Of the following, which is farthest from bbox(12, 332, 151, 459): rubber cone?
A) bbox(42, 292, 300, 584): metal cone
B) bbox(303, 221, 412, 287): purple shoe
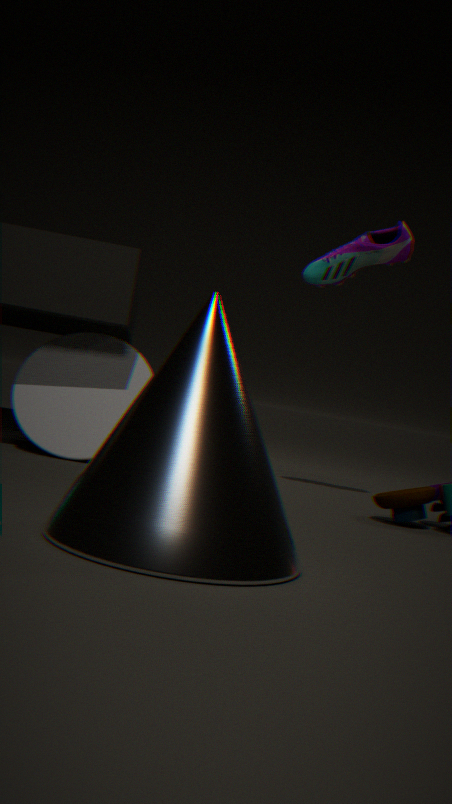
bbox(42, 292, 300, 584): metal cone
